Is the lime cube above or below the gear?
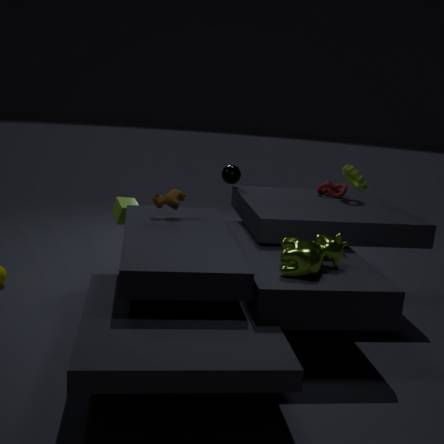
below
